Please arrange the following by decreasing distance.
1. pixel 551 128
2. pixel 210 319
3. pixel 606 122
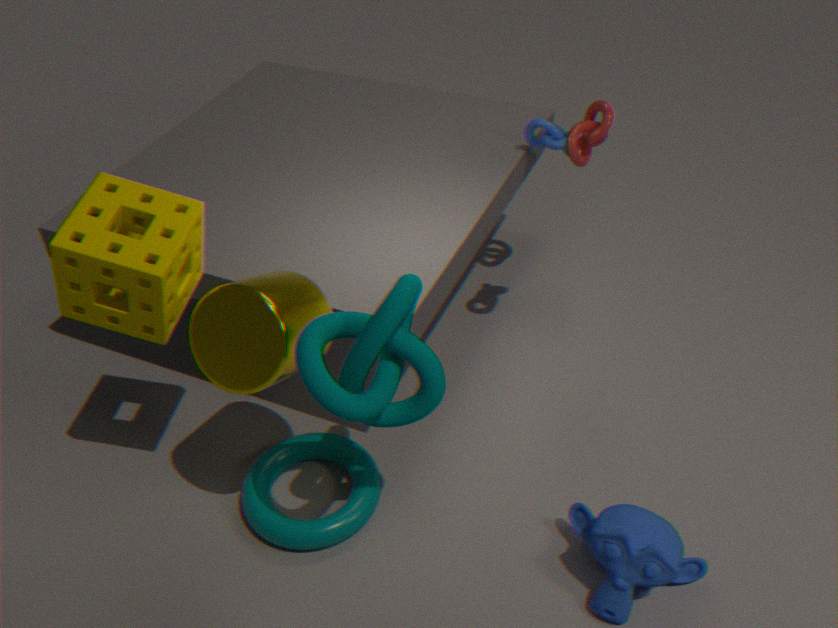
pixel 551 128, pixel 606 122, pixel 210 319
